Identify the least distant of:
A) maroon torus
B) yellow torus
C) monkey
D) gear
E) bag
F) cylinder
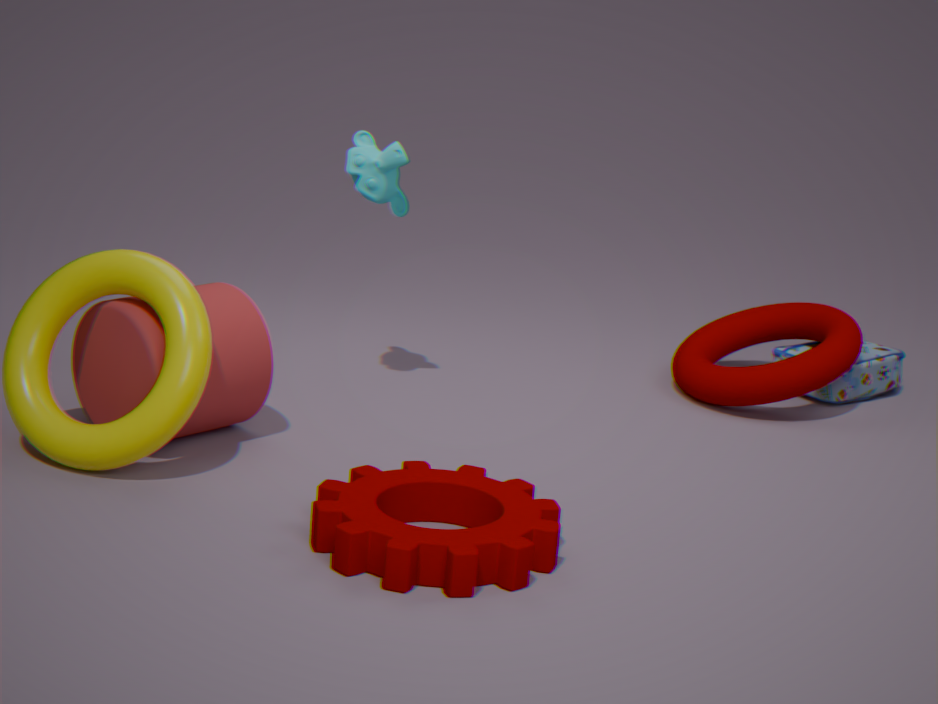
gear
